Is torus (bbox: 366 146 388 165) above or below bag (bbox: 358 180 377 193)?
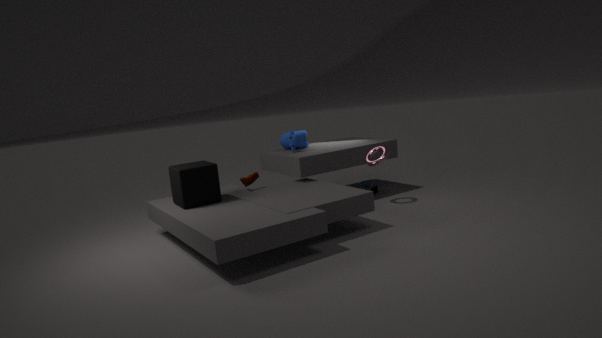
above
